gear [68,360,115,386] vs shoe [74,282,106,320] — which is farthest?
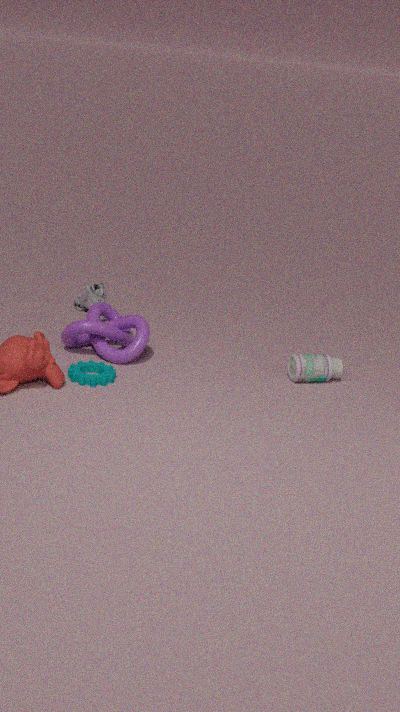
shoe [74,282,106,320]
